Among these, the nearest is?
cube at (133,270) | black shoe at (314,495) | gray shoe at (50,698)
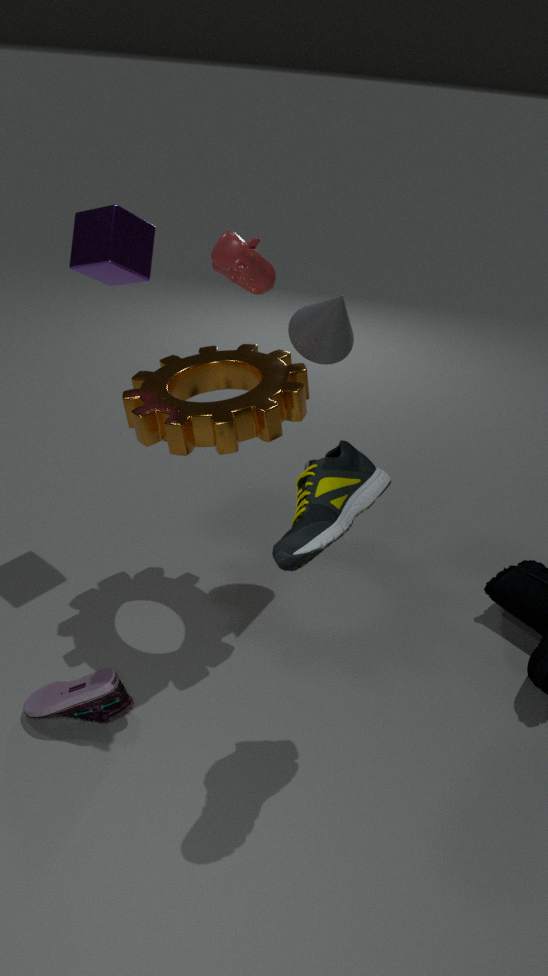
black shoe at (314,495)
